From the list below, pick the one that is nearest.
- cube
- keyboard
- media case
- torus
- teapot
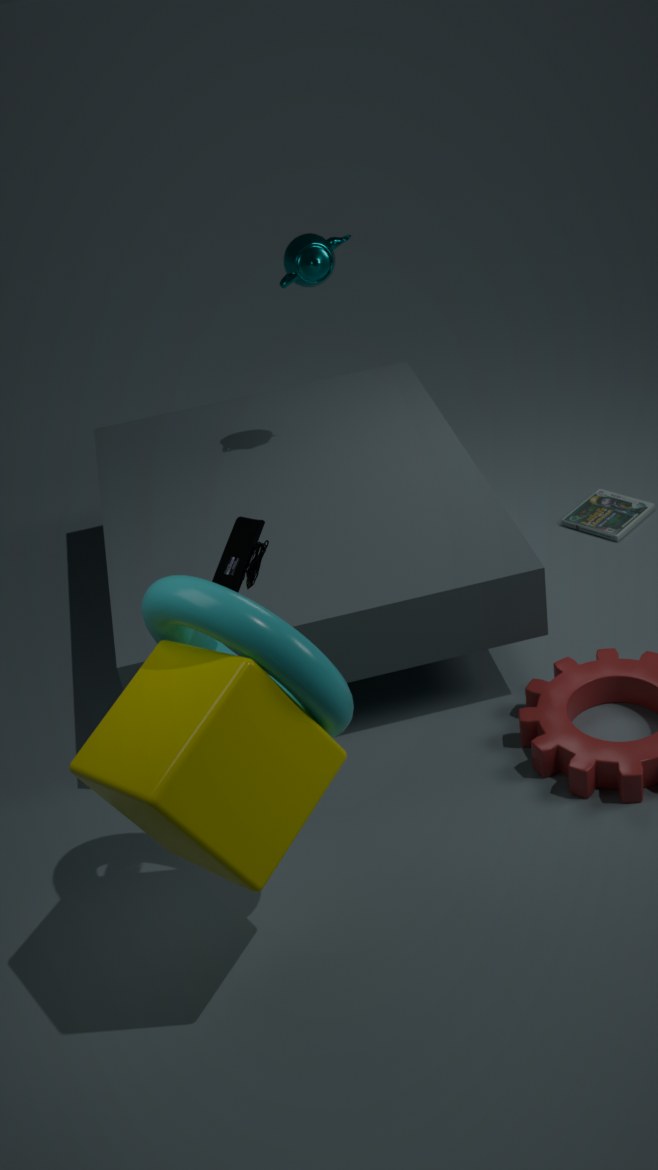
cube
